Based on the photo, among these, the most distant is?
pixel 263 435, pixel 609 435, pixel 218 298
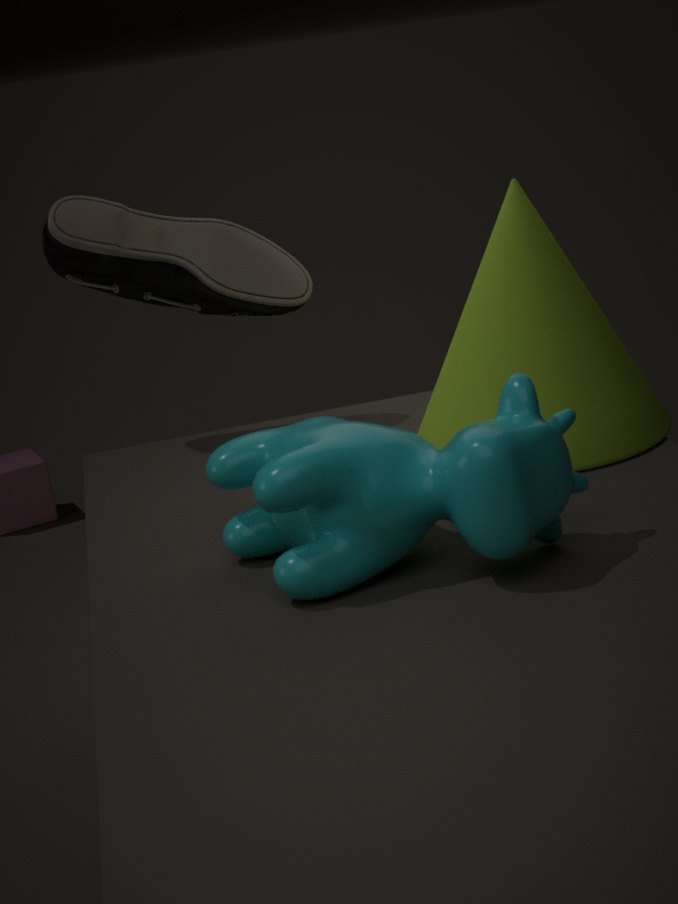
pixel 218 298
